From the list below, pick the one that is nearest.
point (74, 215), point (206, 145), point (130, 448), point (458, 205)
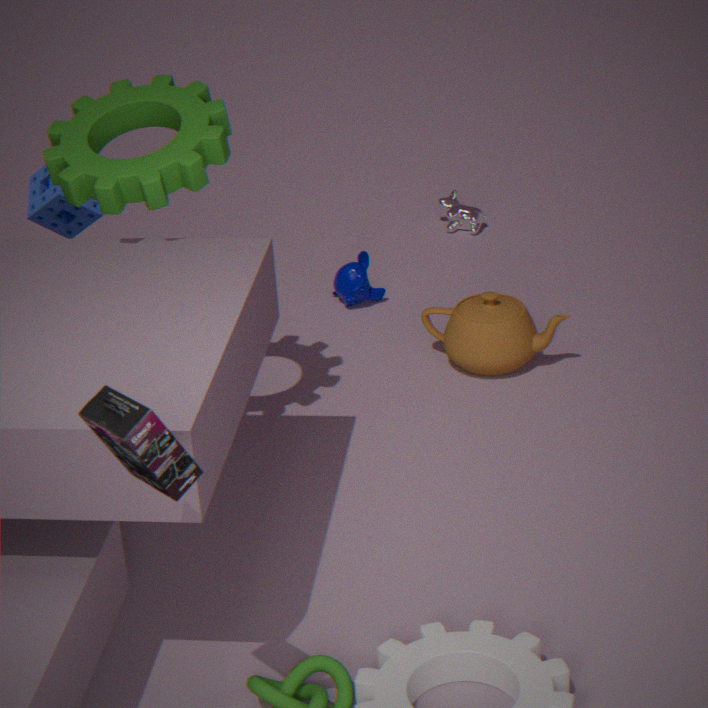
point (130, 448)
